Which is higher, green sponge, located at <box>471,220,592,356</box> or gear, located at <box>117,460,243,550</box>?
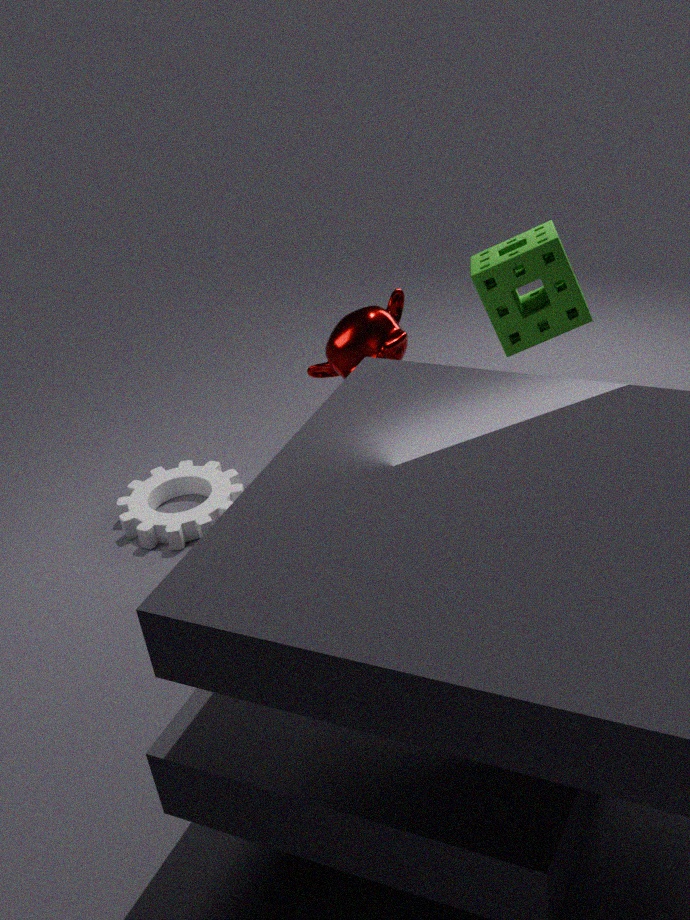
green sponge, located at <box>471,220,592,356</box>
